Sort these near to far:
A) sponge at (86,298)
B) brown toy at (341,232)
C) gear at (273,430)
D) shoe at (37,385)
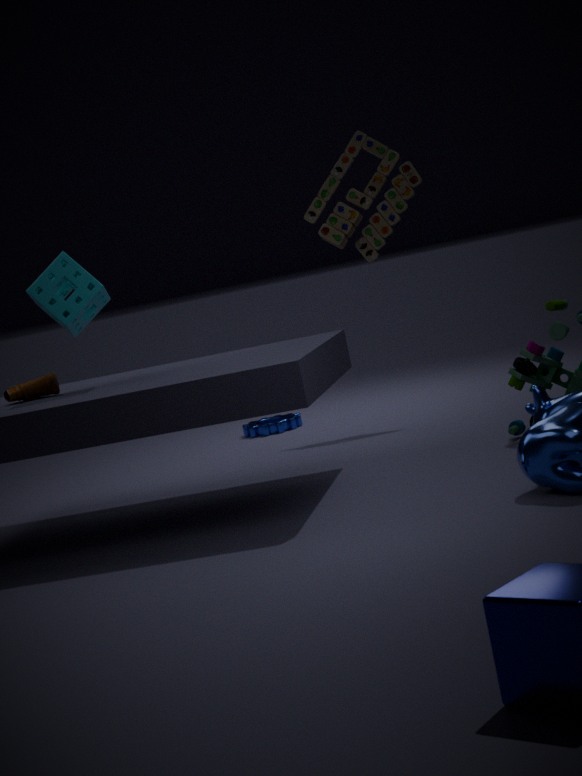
sponge at (86,298), shoe at (37,385), brown toy at (341,232), gear at (273,430)
